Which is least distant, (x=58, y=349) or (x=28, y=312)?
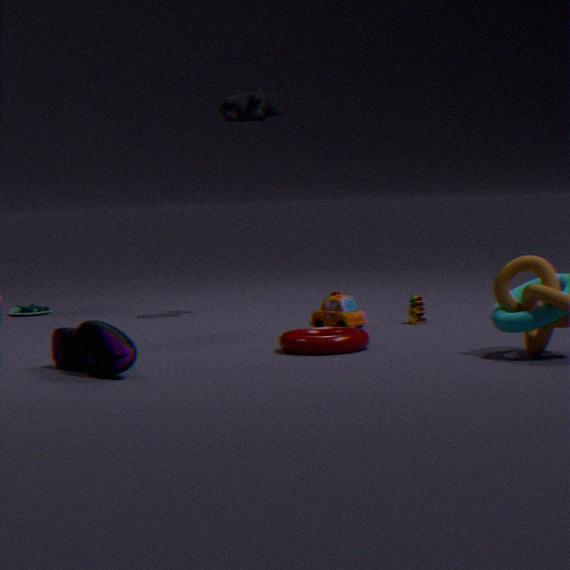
(x=58, y=349)
